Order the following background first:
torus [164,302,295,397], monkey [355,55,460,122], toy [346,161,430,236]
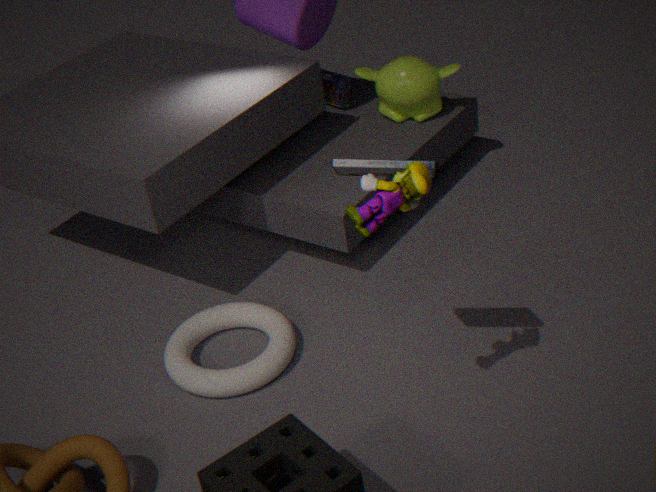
monkey [355,55,460,122]
torus [164,302,295,397]
toy [346,161,430,236]
